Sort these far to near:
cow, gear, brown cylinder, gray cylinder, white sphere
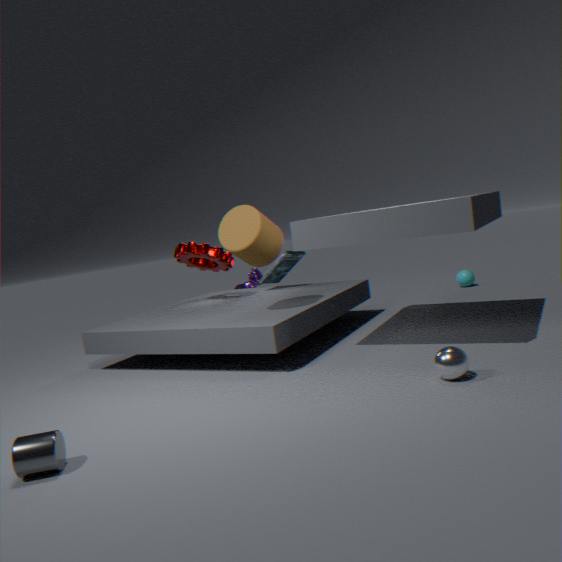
cow
gear
brown cylinder
white sphere
gray cylinder
